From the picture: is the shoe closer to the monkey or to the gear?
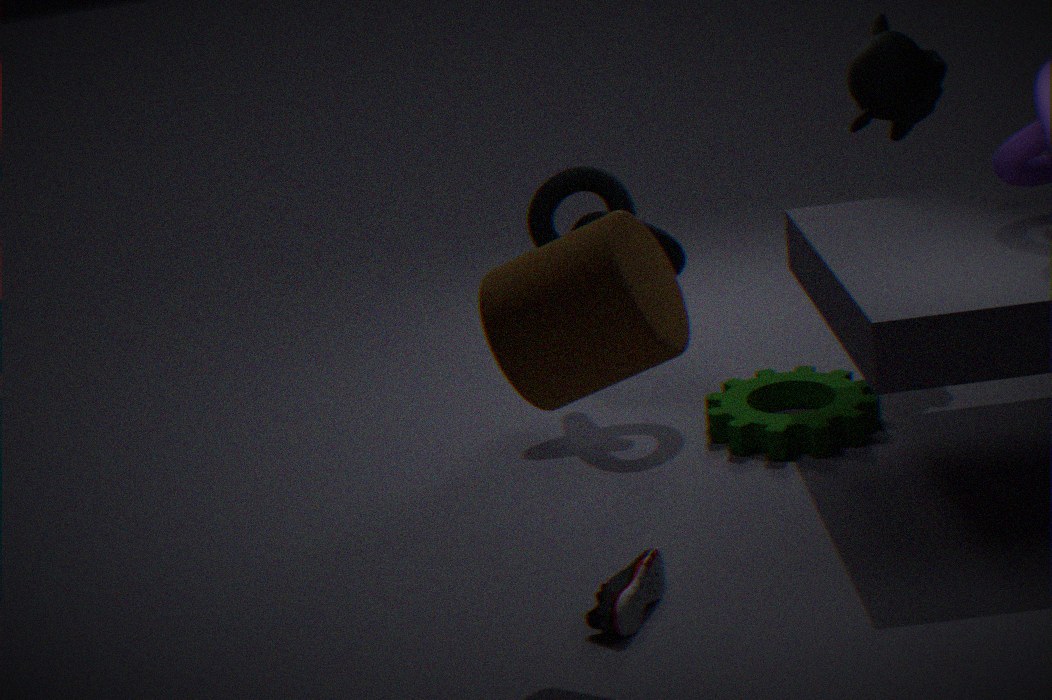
the gear
